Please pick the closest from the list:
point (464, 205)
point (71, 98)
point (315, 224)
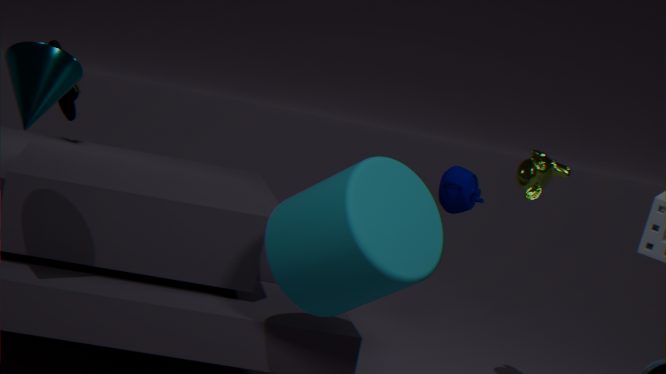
point (315, 224)
